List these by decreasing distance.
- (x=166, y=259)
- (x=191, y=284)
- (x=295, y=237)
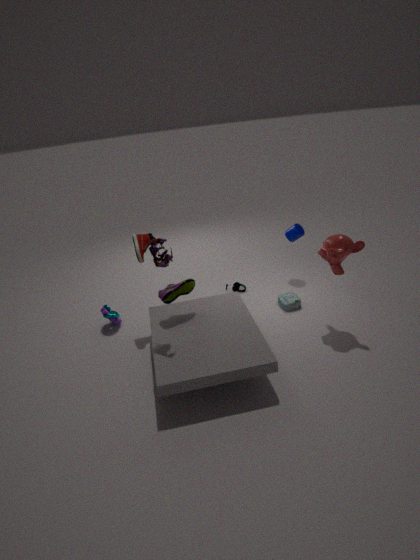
(x=295, y=237), (x=191, y=284), (x=166, y=259)
